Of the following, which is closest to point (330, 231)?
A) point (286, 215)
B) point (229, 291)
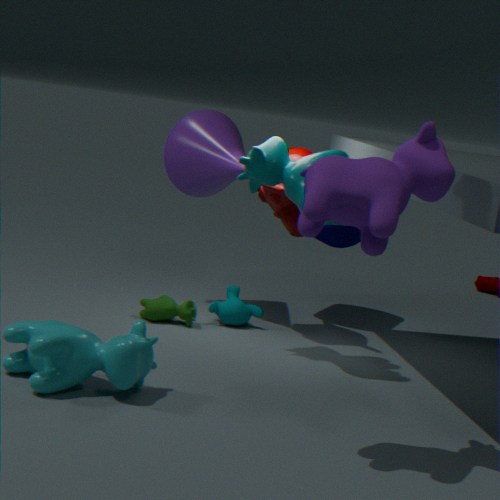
point (286, 215)
